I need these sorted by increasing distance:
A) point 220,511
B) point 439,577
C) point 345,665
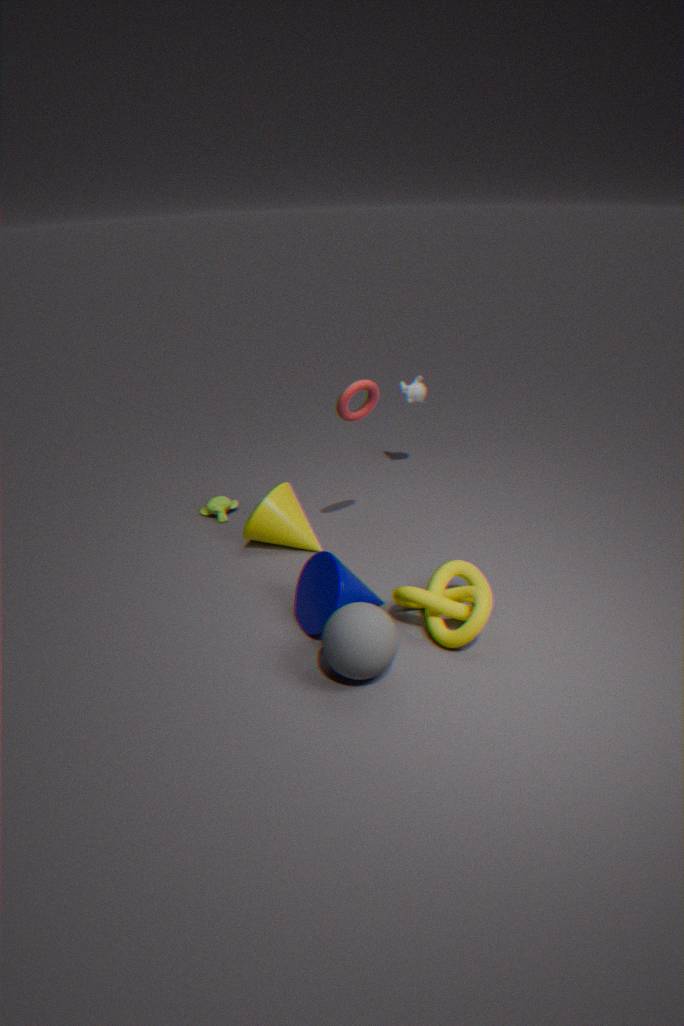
1. point 345,665
2. point 439,577
3. point 220,511
